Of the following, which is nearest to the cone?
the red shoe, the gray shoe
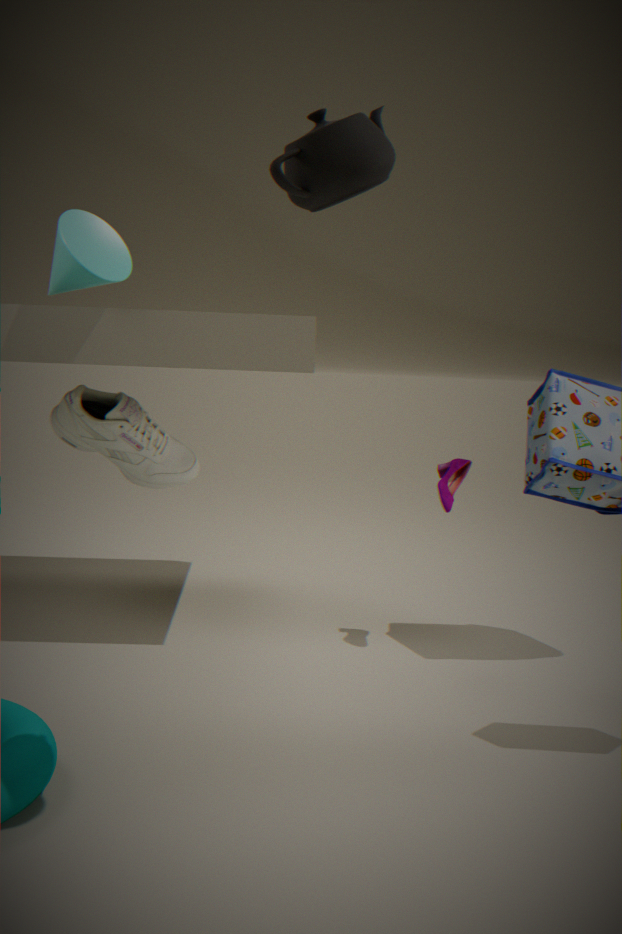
the gray shoe
